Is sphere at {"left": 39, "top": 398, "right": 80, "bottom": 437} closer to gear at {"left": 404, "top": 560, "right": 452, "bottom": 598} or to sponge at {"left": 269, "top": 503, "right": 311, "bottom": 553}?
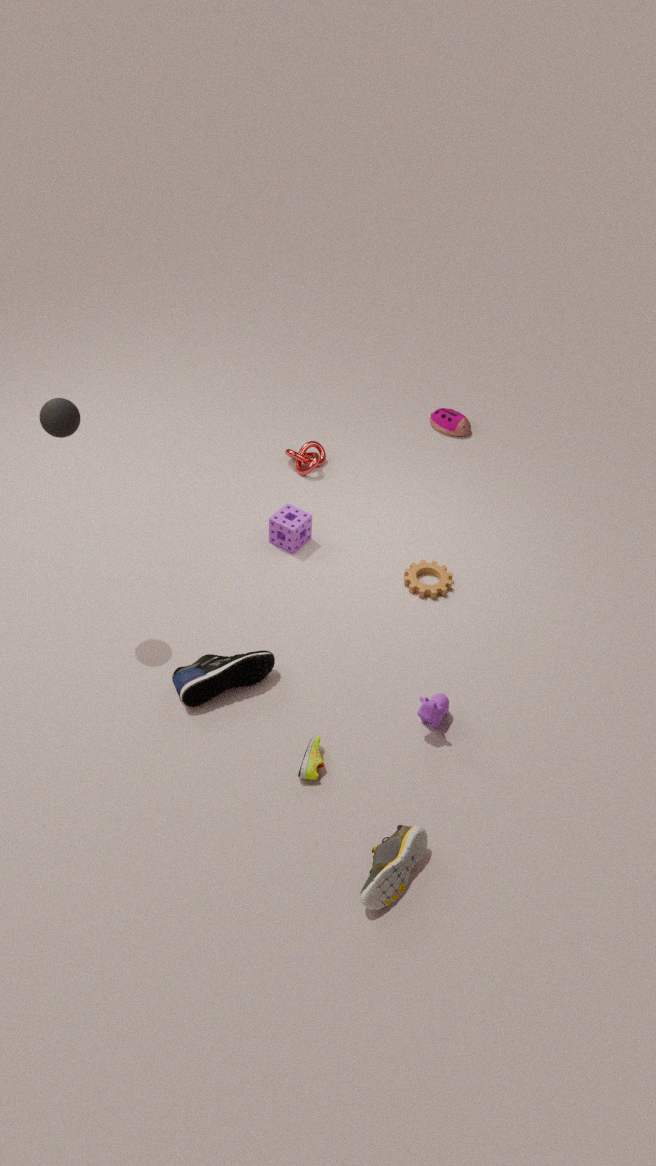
sponge at {"left": 269, "top": 503, "right": 311, "bottom": 553}
